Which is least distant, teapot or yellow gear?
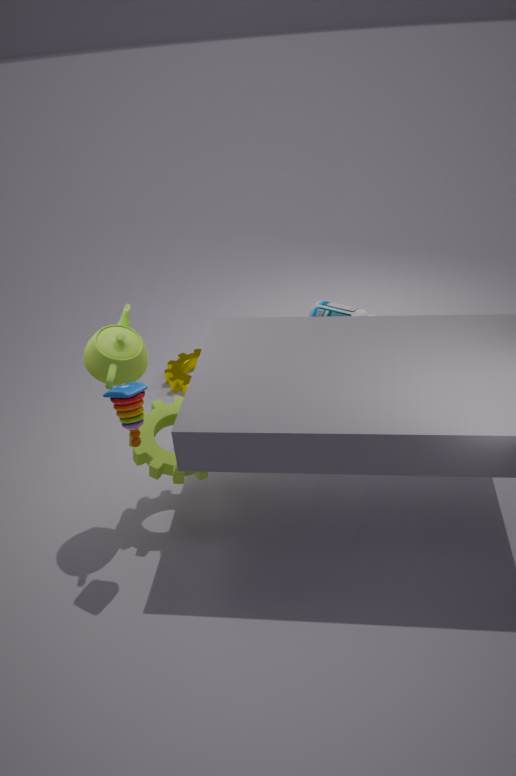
teapot
